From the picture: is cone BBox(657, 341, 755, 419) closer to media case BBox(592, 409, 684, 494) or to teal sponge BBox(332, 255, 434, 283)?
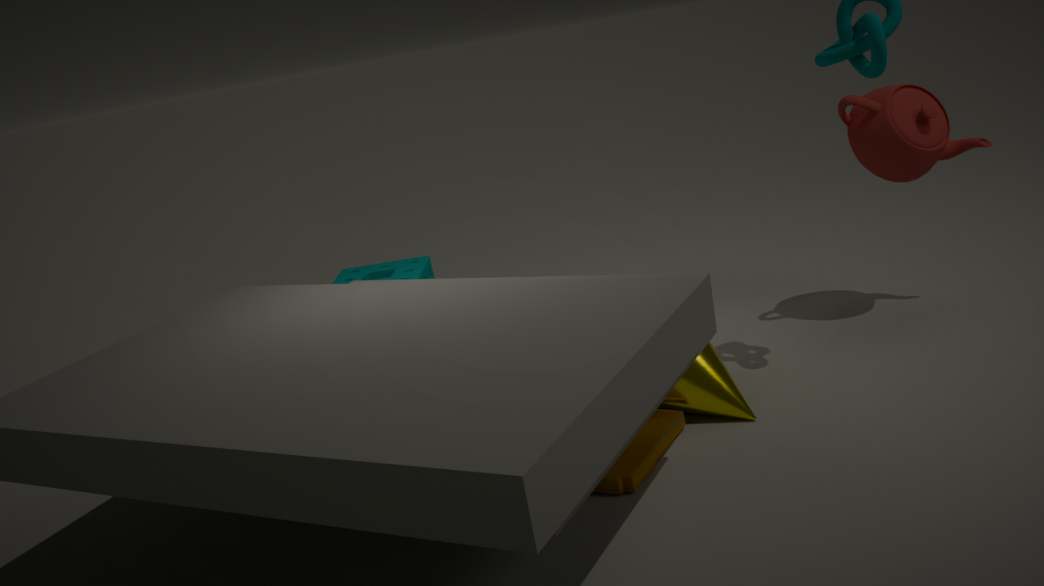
media case BBox(592, 409, 684, 494)
